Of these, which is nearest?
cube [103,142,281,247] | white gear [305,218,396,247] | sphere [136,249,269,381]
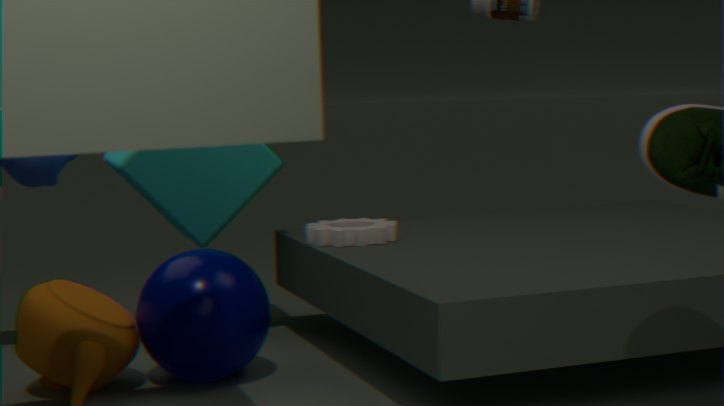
sphere [136,249,269,381]
